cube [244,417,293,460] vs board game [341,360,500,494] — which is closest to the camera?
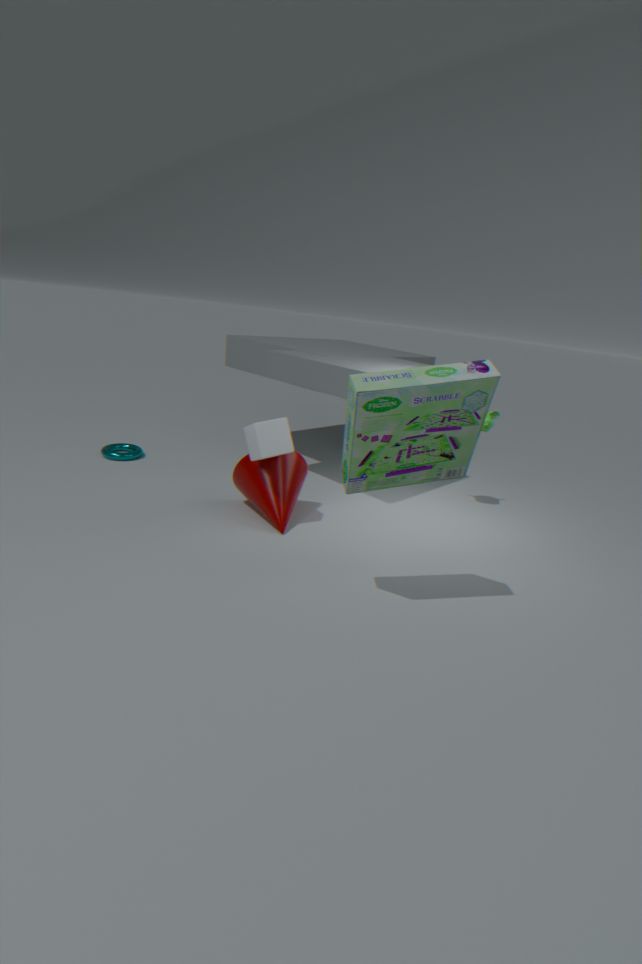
board game [341,360,500,494]
